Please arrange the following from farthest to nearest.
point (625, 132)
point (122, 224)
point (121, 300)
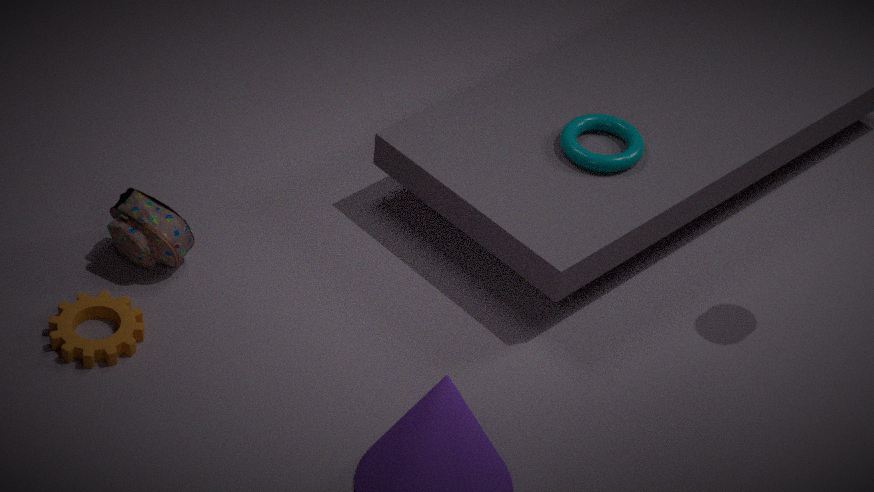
point (625, 132)
point (122, 224)
point (121, 300)
